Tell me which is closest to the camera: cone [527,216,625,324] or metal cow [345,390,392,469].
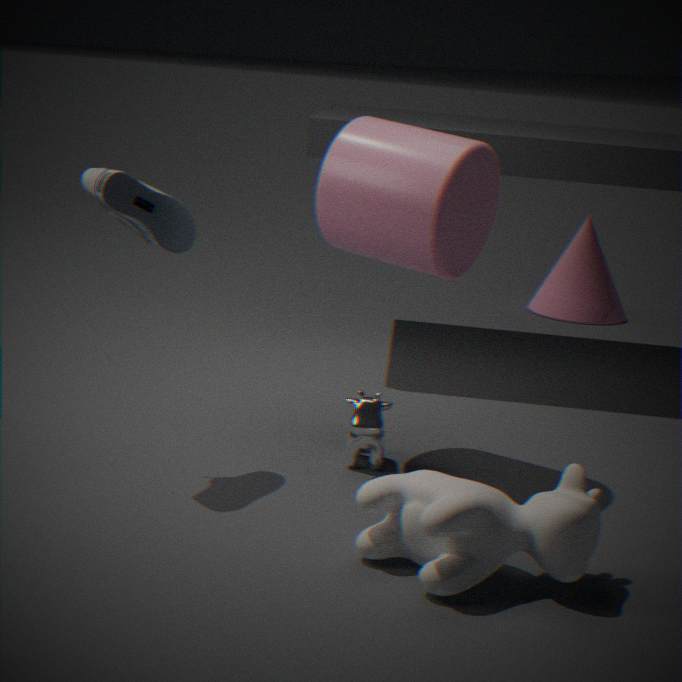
metal cow [345,390,392,469]
